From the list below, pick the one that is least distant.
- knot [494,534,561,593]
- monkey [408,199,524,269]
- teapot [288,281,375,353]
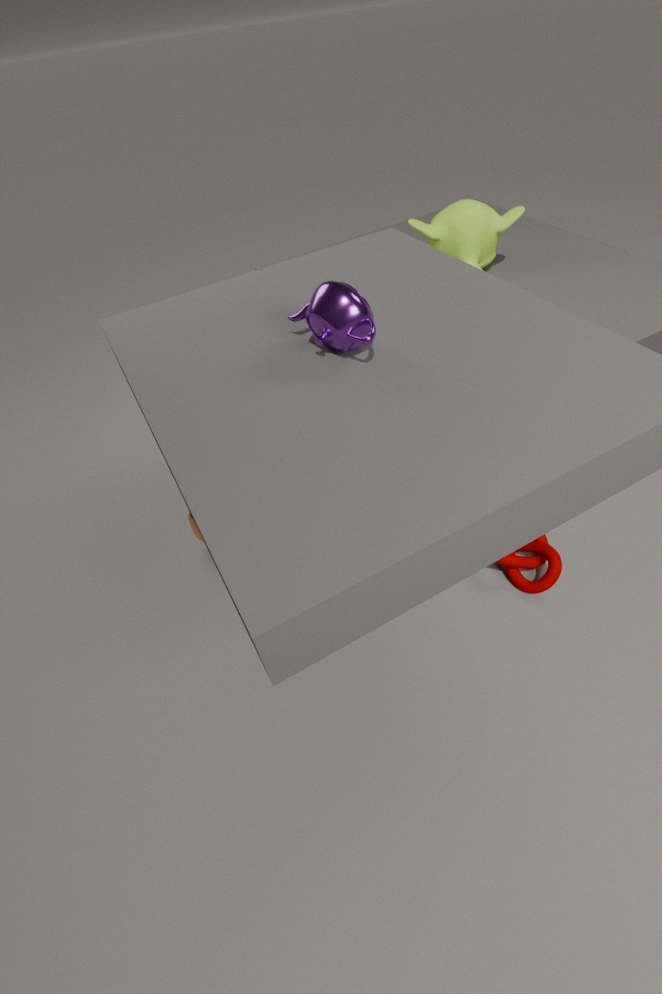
teapot [288,281,375,353]
